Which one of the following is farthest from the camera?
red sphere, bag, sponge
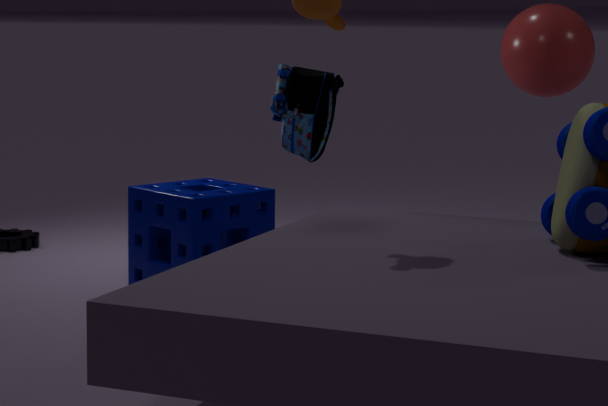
red sphere
